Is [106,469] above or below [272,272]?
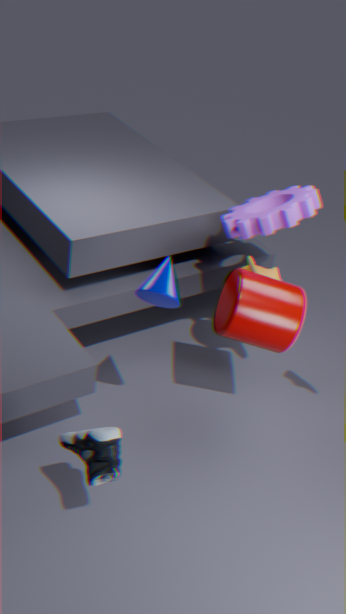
above
